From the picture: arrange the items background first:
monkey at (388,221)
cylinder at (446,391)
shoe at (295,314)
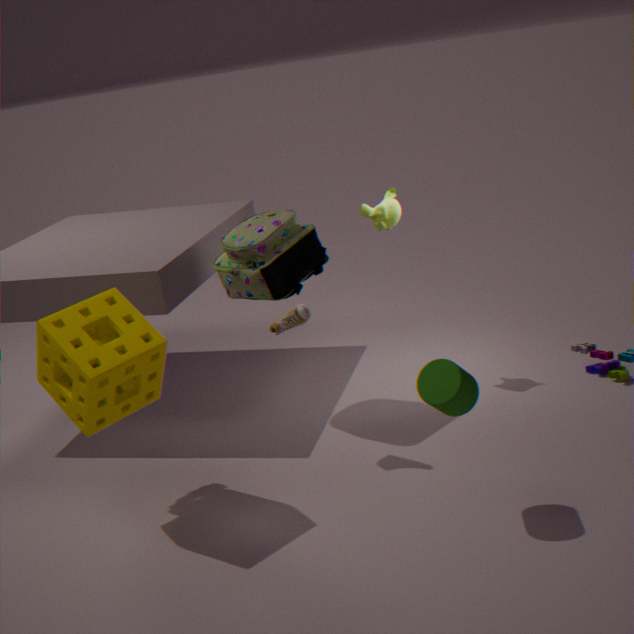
monkey at (388,221), shoe at (295,314), cylinder at (446,391)
